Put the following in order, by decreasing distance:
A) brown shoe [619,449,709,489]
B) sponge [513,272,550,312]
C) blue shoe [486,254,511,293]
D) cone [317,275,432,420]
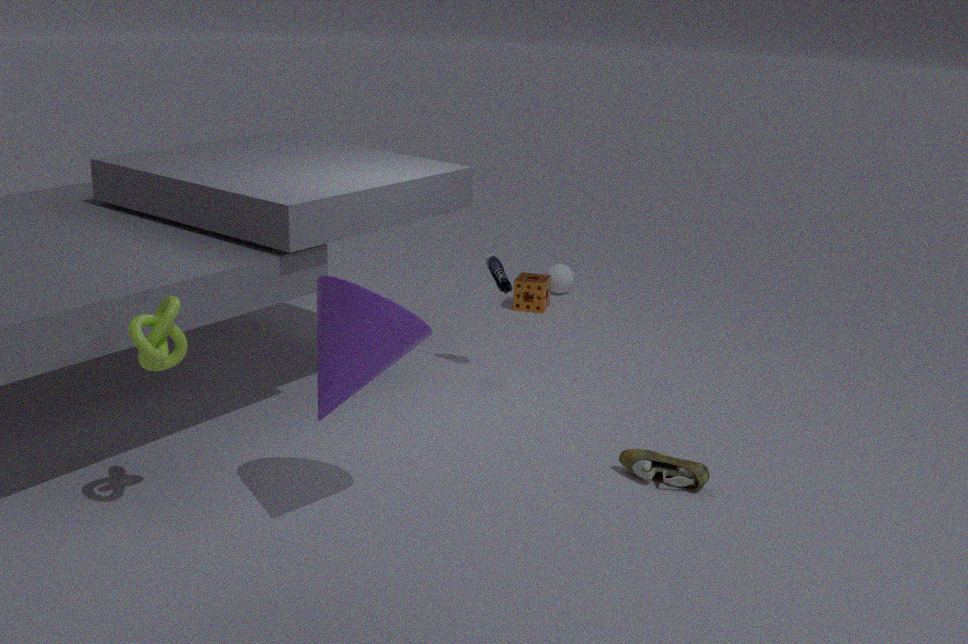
1. B. sponge [513,272,550,312]
2. C. blue shoe [486,254,511,293]
3. A. brown shoe [619,449,709,489]
4. D. cone [317,275,432,420]
